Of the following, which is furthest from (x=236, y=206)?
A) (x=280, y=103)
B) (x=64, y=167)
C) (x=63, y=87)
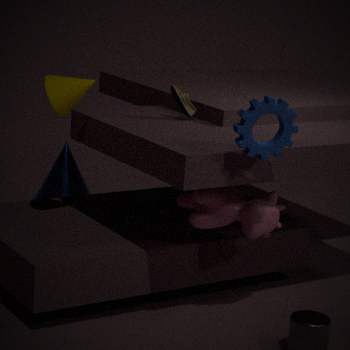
(x=64, y=167)
